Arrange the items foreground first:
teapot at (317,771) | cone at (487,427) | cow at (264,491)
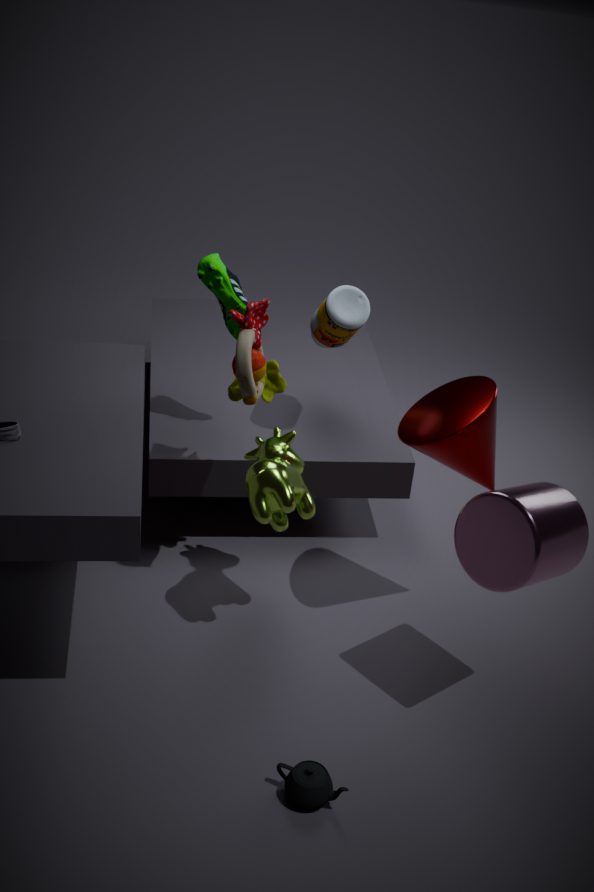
teapot at (317,771)
cone at (487,427)
cow at (264,491)
